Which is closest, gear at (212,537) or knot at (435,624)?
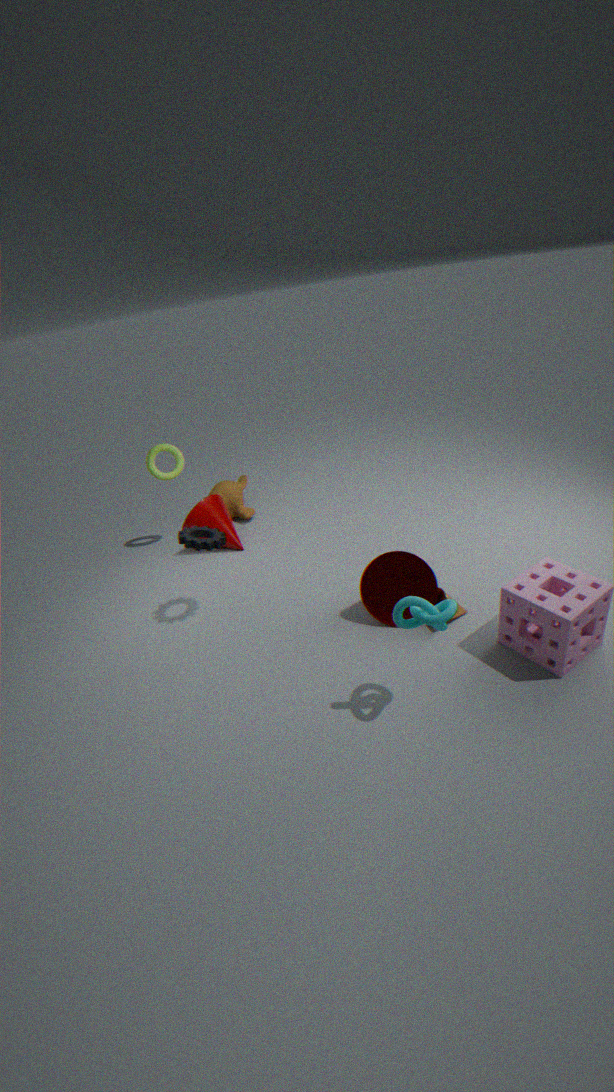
knot at (435,624)
